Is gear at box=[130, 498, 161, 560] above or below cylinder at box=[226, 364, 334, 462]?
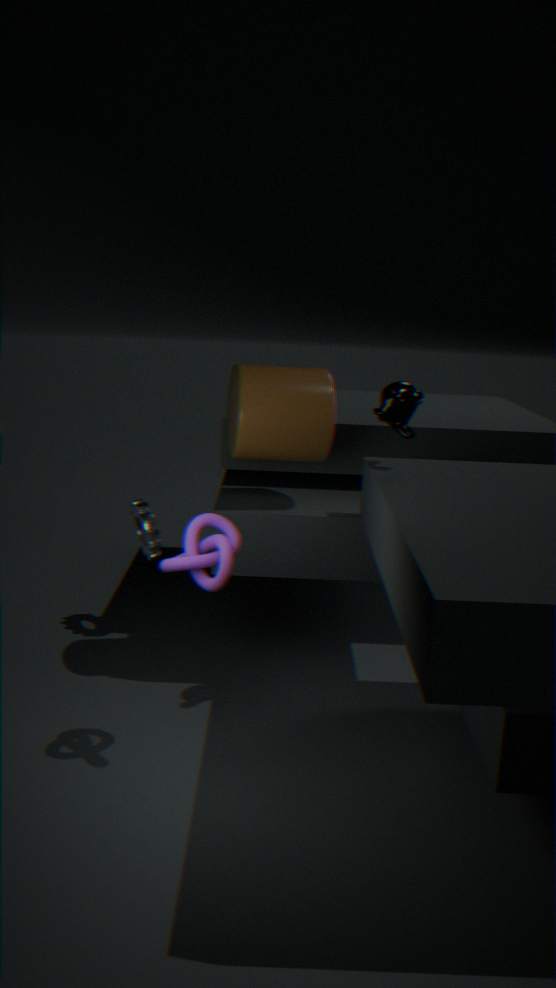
below
